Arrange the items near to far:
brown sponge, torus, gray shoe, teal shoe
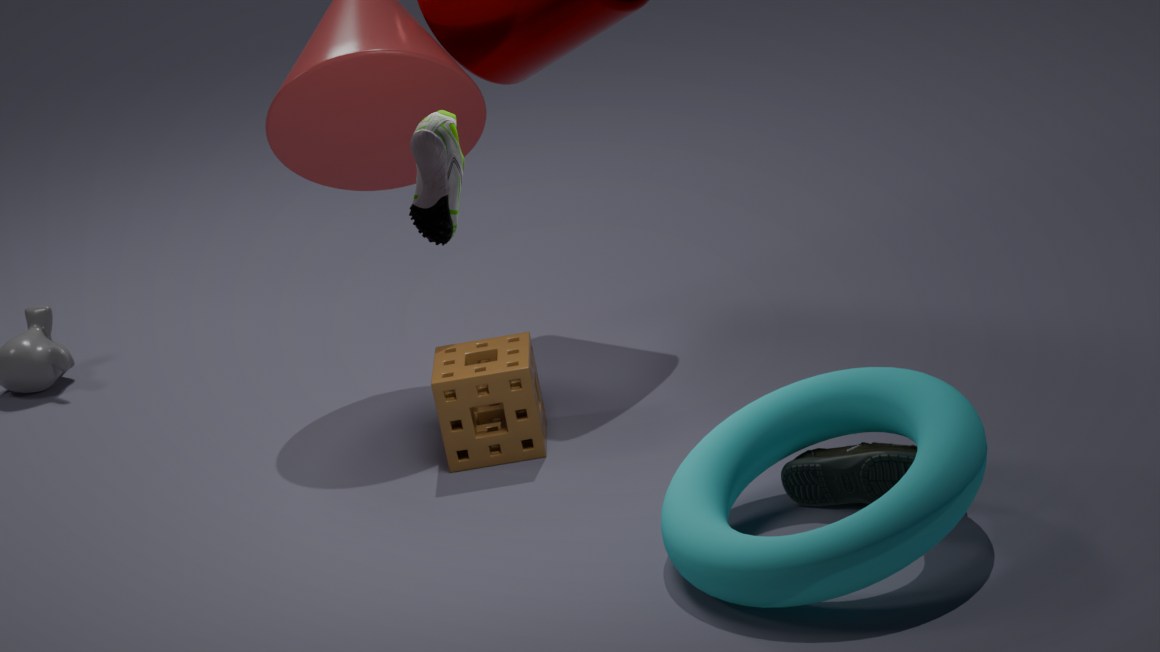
1. gray shoe
2. torus
3. teal shoe
4. brown sponge
